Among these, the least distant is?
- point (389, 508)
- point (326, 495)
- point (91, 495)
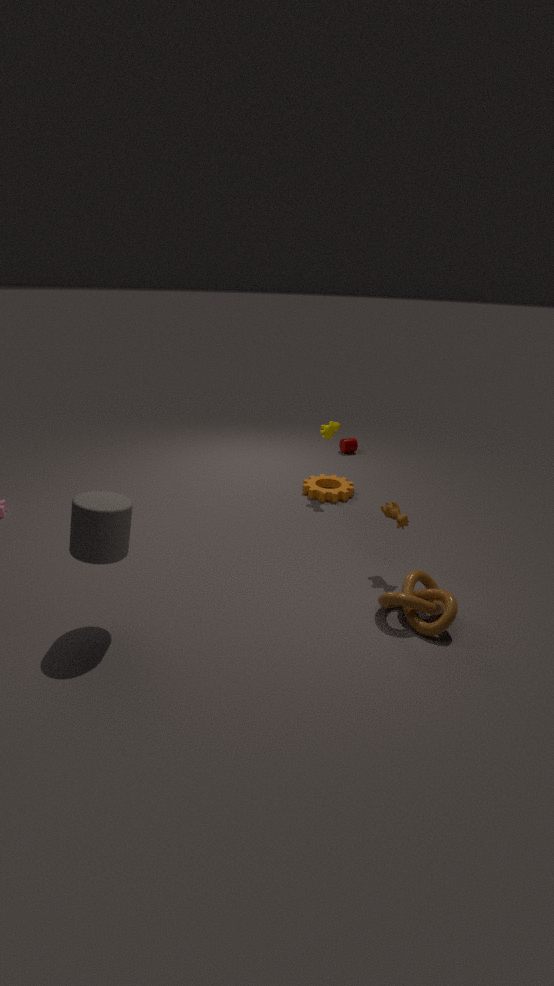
point (91, 495)
